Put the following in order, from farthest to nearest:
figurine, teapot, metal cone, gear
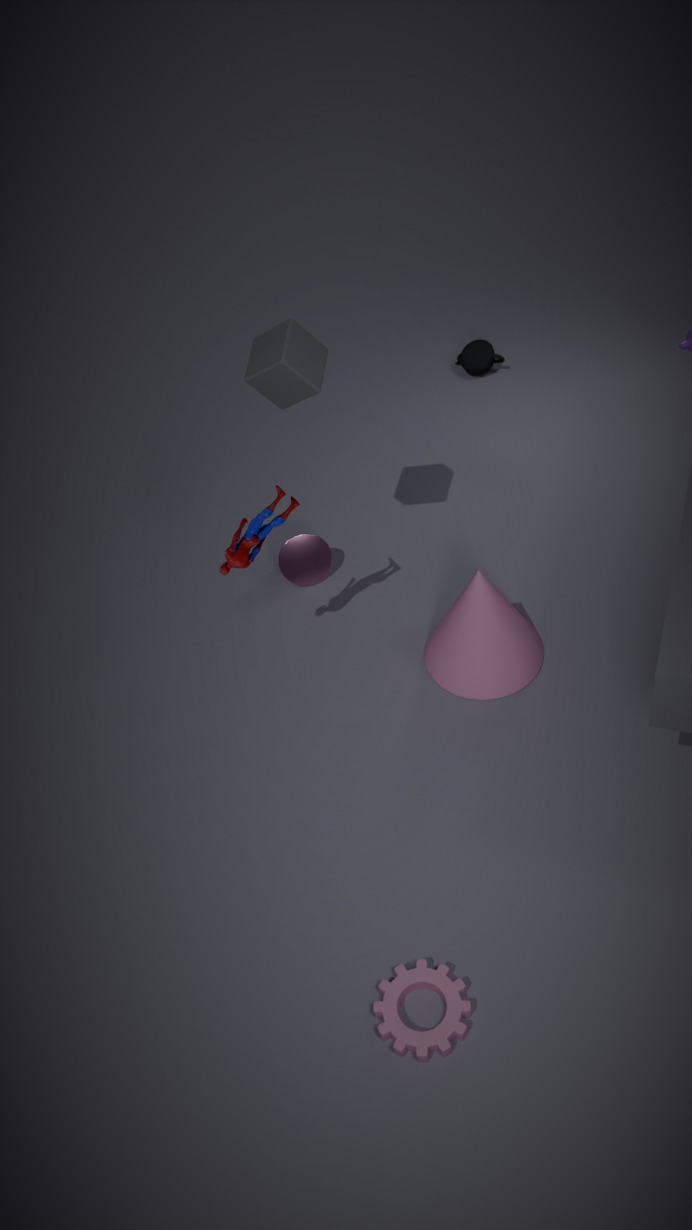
teapot < metal cone < figurine < gear
